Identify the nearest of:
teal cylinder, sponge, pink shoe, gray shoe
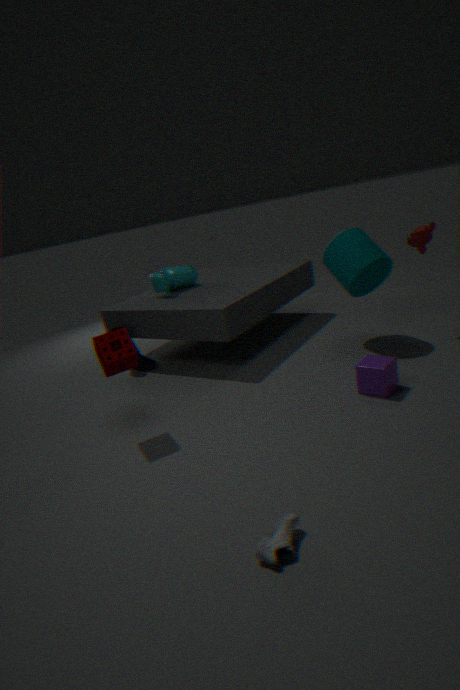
gray shoe
